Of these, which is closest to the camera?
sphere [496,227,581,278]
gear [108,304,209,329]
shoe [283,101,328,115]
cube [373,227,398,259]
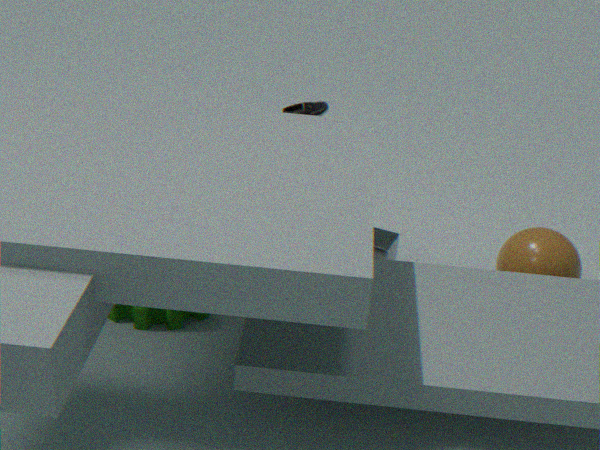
gear [108,304,209,329]
